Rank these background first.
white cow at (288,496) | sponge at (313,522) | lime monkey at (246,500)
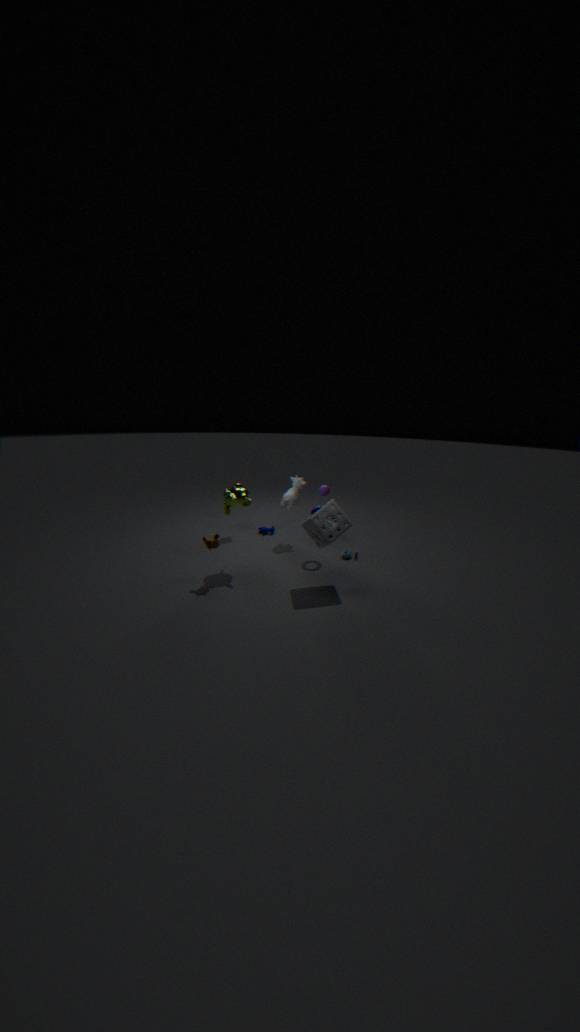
1. white cow at (288,496)
2. lime monkey at (246,500)
3. sponge at (313,522)
